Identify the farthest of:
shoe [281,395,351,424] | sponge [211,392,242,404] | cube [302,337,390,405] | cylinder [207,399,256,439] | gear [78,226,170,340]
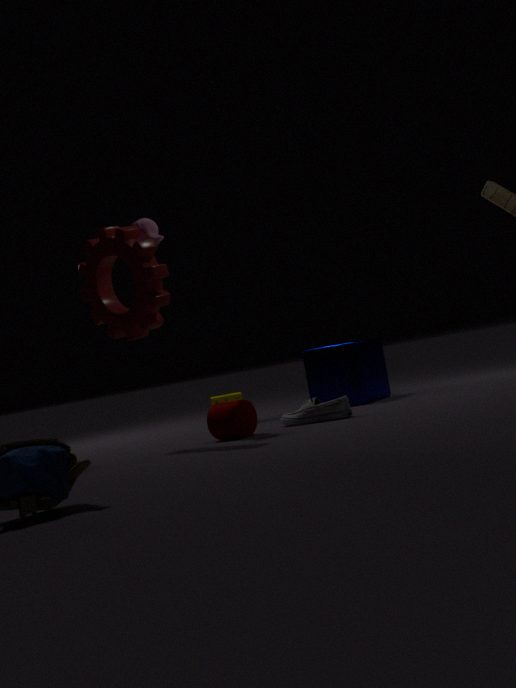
sponge [211,392,242,404]
